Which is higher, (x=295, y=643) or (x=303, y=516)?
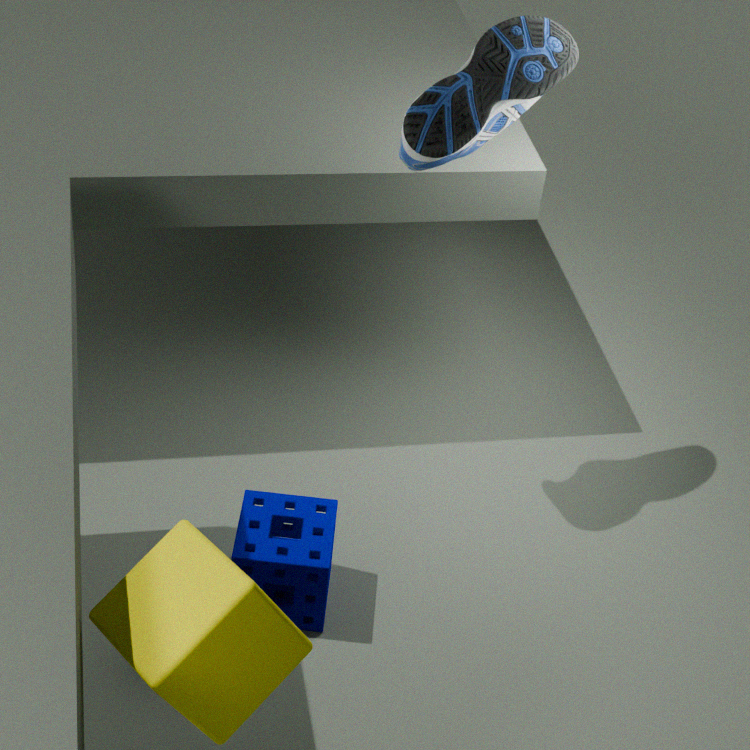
(x=295, y=643)
